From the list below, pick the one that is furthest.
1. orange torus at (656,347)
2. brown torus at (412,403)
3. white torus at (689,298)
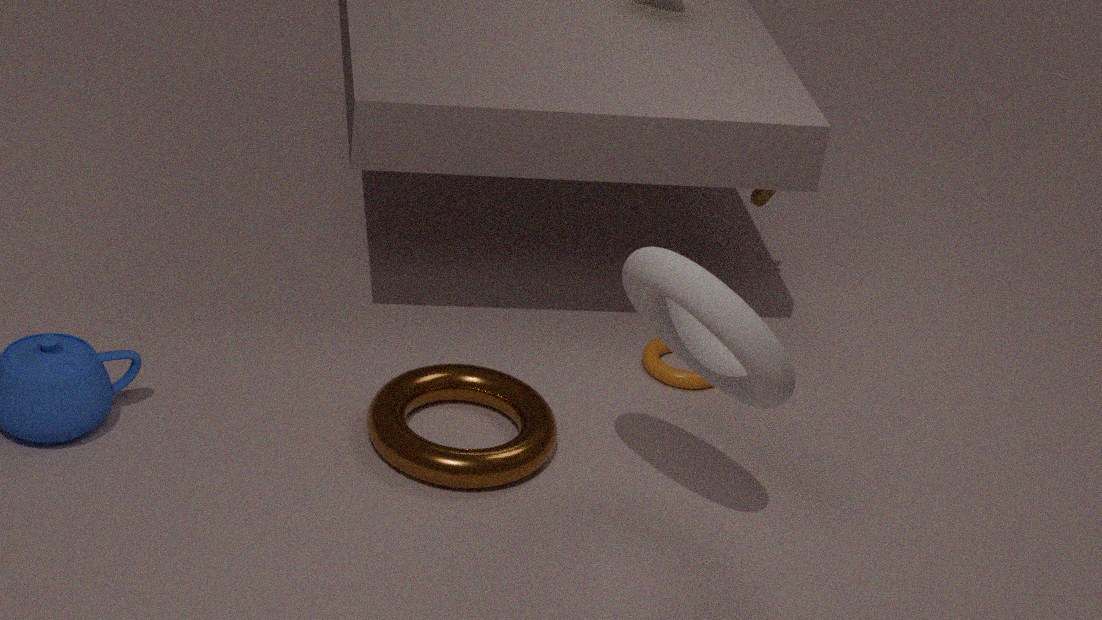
orange torus at (656,347)
